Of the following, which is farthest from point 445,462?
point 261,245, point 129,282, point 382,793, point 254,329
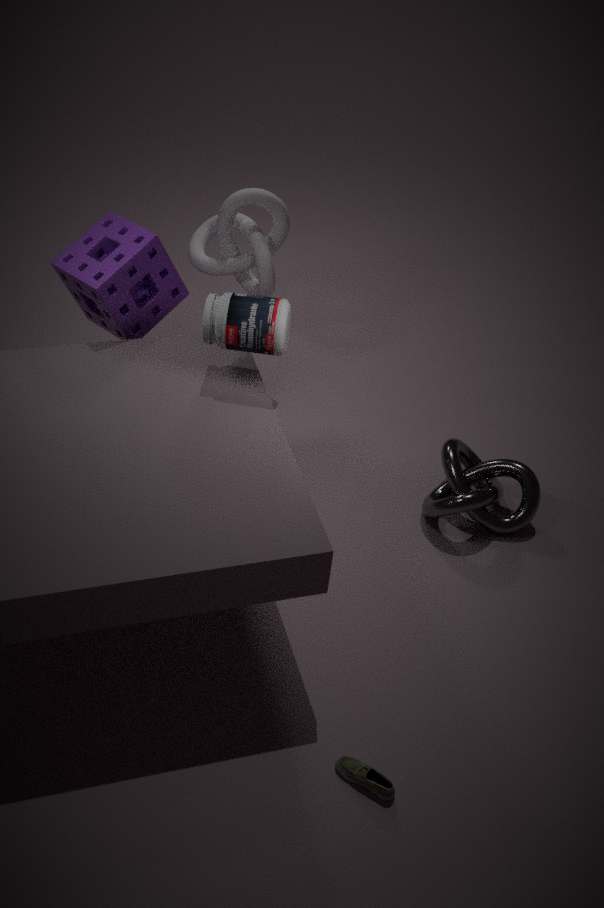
point 129,282
